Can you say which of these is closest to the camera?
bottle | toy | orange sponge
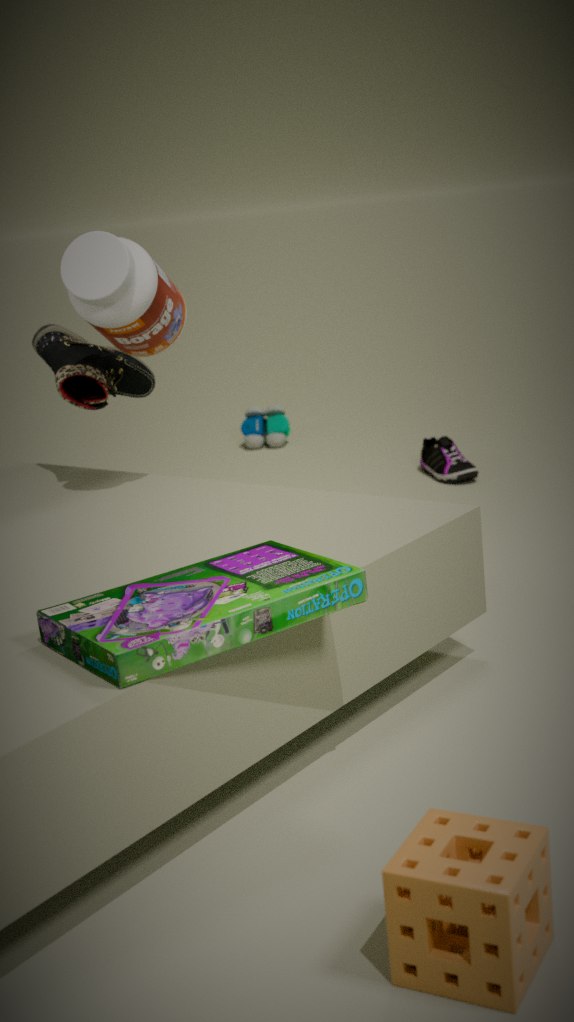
orange sponge
